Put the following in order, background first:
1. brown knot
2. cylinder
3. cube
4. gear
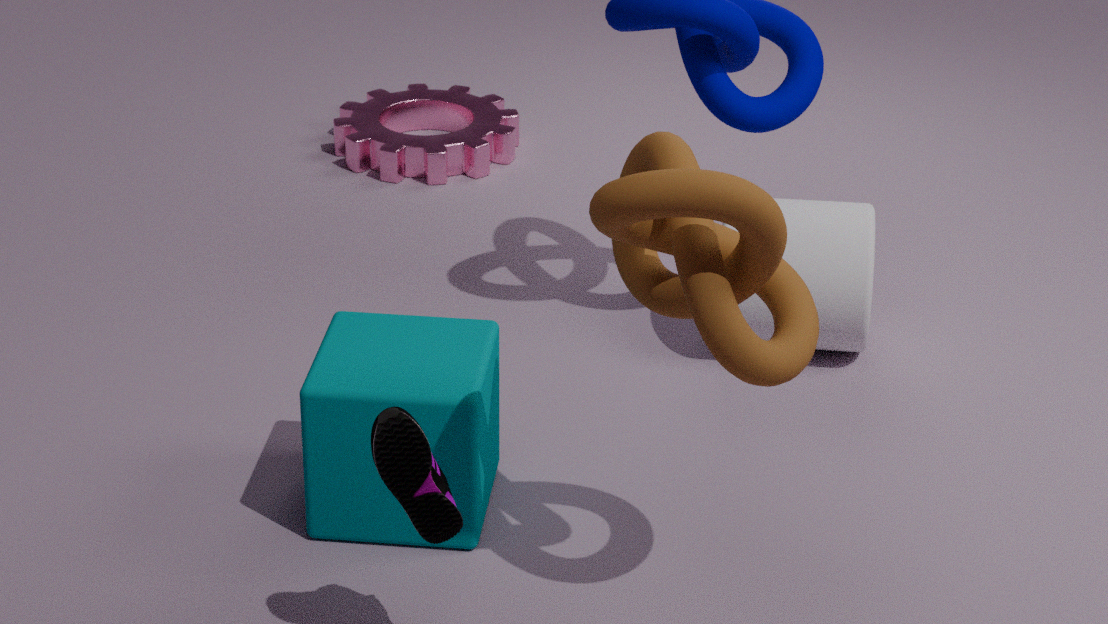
gear
cylinder
cube
brown knot
